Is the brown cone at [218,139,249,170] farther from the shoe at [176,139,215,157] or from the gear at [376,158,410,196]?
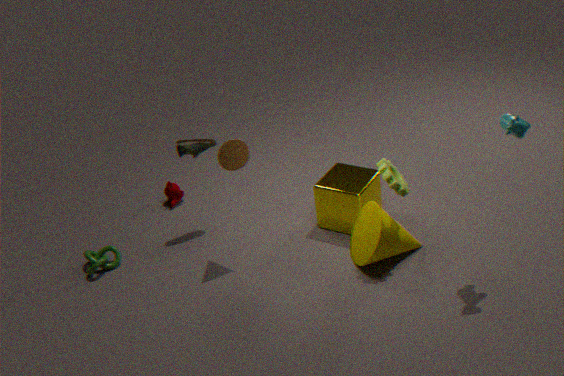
the gear at [376,158,410,196]
